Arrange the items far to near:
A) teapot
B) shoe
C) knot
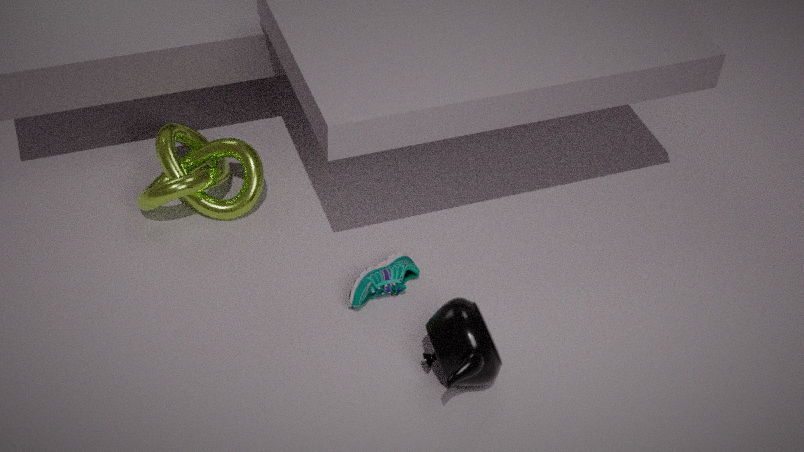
knot, shoe, teapot
